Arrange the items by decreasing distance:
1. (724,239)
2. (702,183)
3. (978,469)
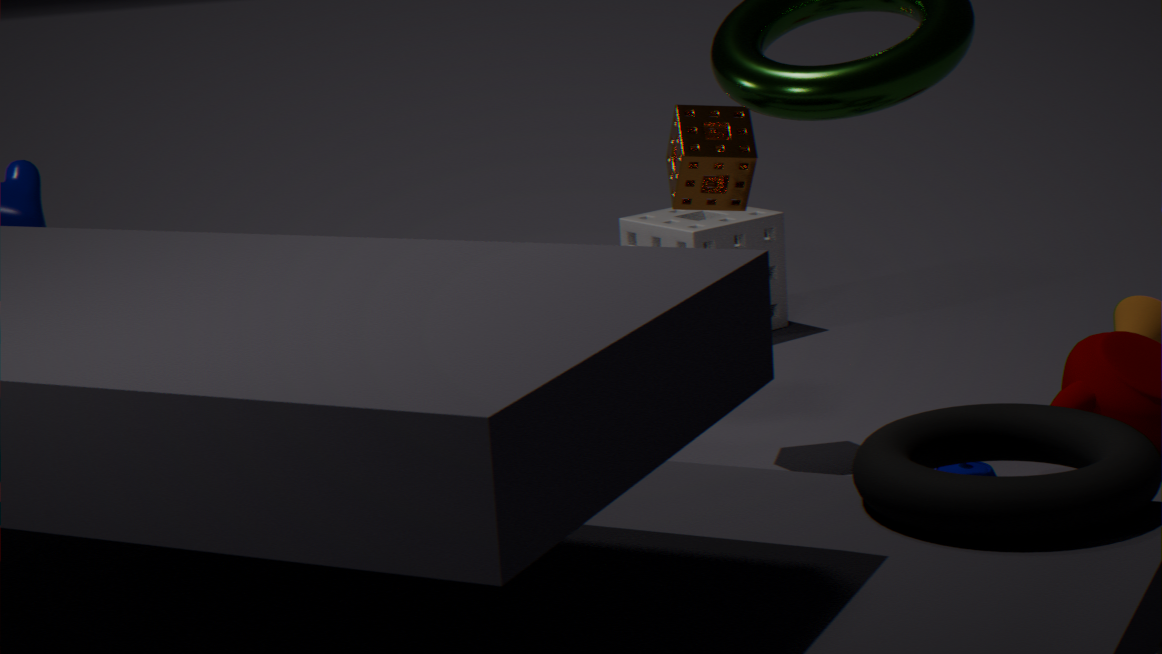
1. (724,239)
2. (702,183)
3. (978,469)
